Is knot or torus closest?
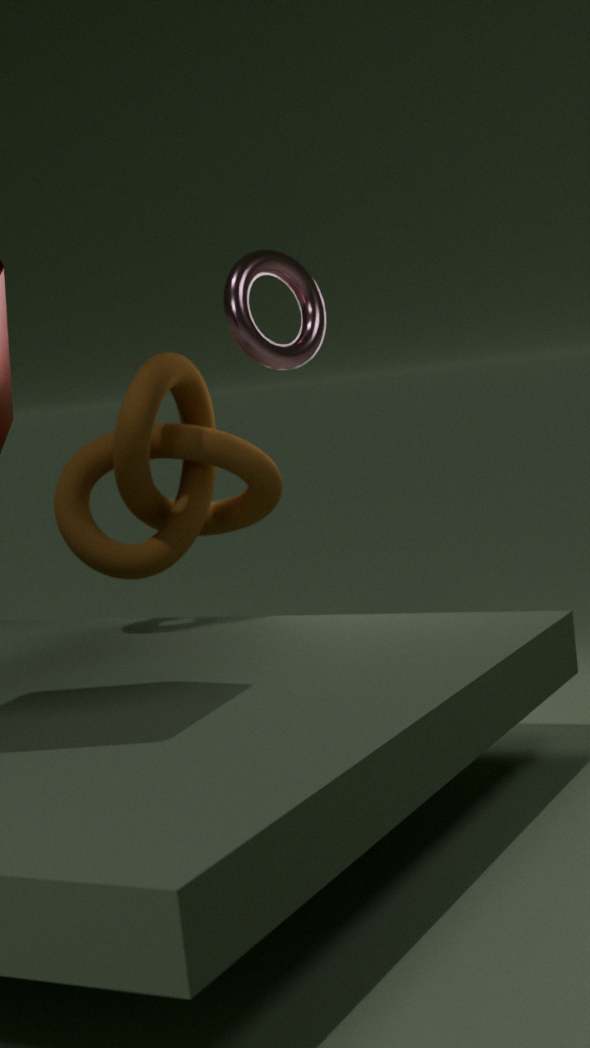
torus
